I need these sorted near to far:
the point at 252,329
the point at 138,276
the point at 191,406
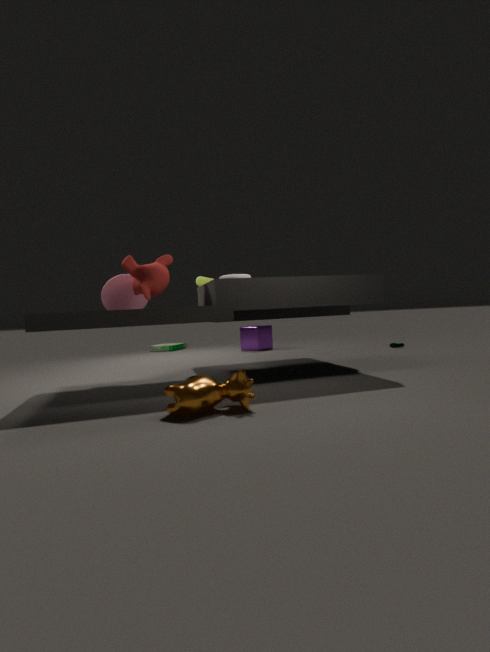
the point at 191,406 < the point at 138,276 < the point at 252,329
